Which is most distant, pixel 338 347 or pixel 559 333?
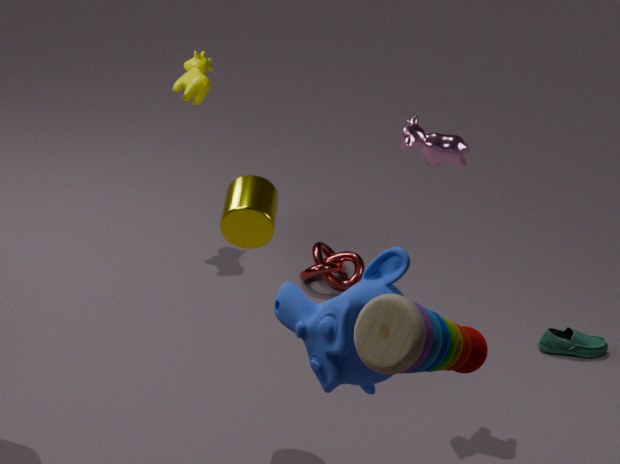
pixel 559 333
